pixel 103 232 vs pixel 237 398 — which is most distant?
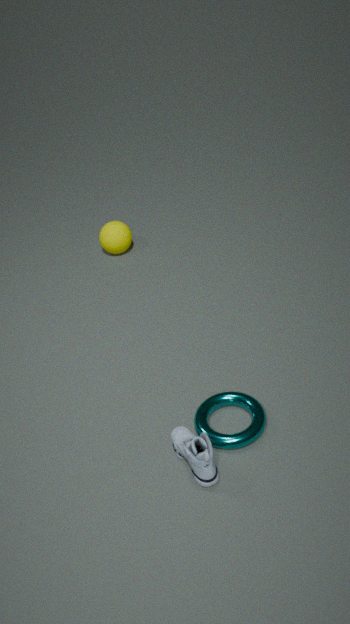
pixel 103 232
